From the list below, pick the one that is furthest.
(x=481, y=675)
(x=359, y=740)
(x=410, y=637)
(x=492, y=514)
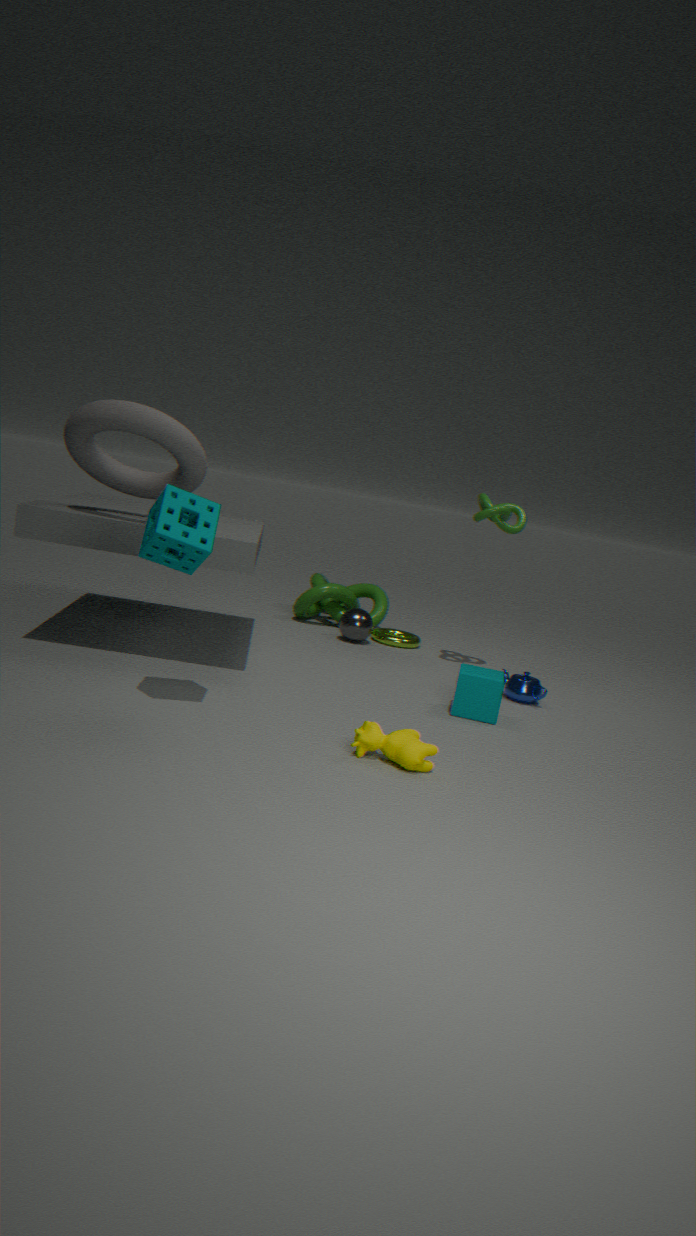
(x=410, y=637)
